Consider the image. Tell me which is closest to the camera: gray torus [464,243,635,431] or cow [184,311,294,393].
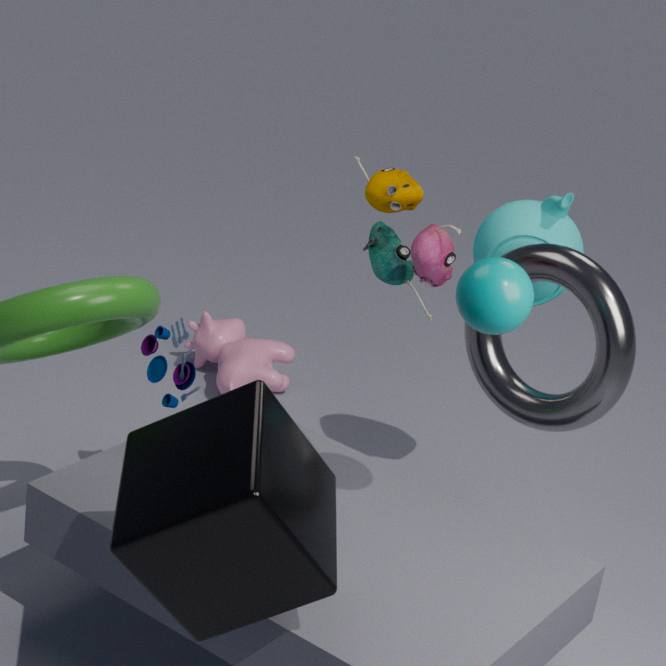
gray torus [464,243,635,431]
